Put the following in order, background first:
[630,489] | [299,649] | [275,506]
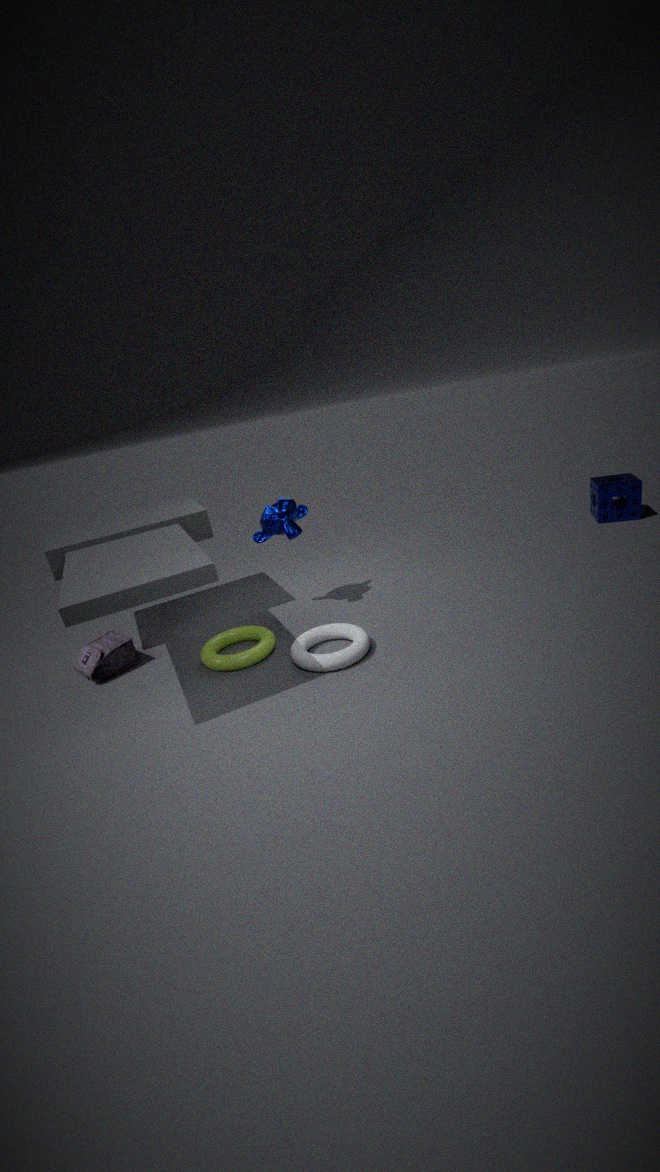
[630,489], [275,506], [299,649]
